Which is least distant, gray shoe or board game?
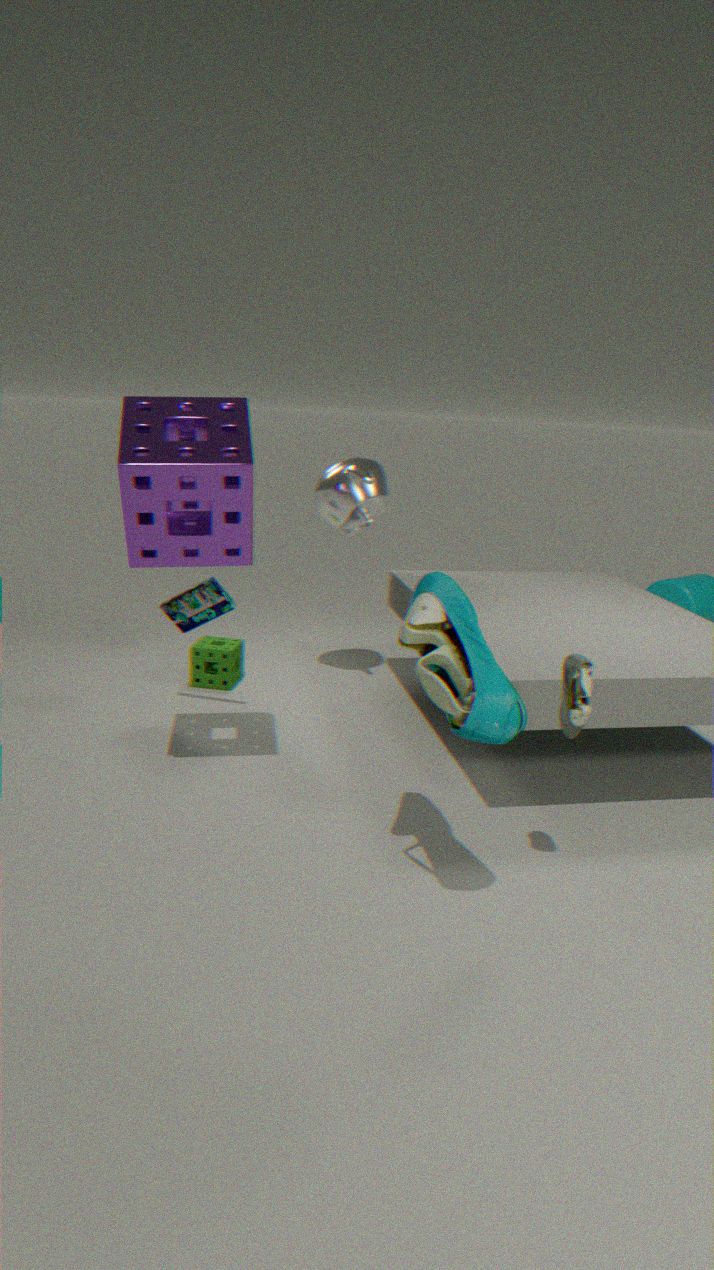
gray shoe
